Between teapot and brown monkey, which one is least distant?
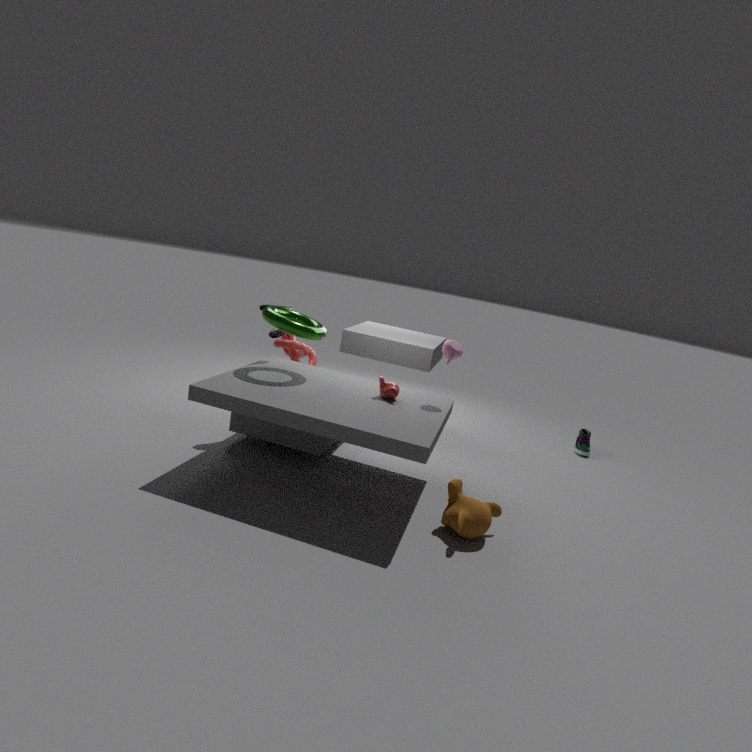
brown monkey
